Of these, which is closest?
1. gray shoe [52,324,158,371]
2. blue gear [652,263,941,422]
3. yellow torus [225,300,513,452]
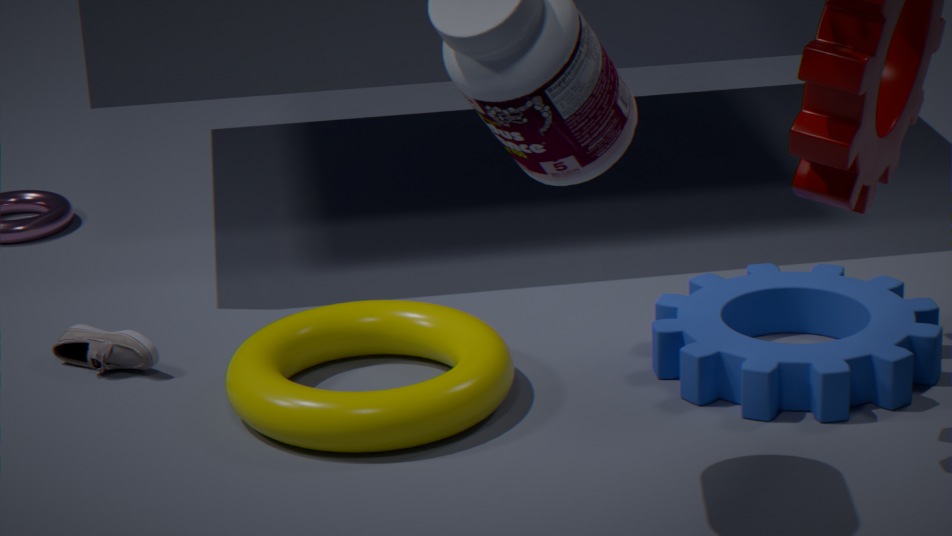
yellow torus [225,300,513,452]
